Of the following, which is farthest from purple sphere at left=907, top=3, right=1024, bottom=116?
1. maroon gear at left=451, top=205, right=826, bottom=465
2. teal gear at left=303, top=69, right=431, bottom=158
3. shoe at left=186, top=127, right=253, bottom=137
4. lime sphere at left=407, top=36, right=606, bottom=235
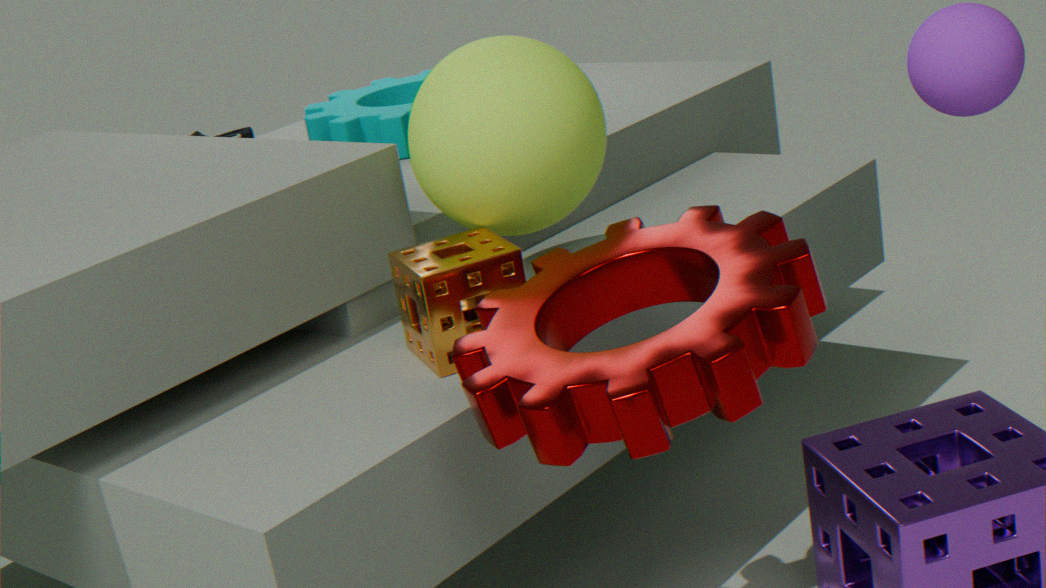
shoe at left=186, top=127, right=253, bottom=137
